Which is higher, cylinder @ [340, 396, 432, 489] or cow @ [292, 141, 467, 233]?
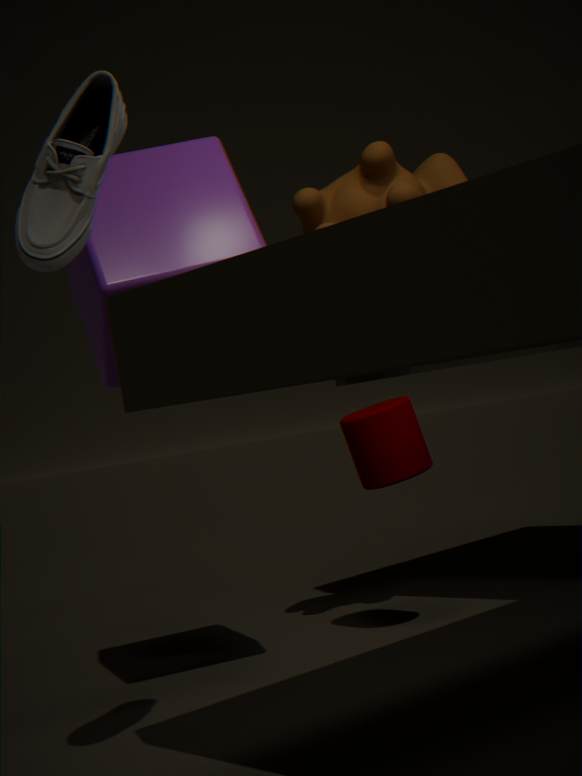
cow @ [292, 141, 467, 233]
